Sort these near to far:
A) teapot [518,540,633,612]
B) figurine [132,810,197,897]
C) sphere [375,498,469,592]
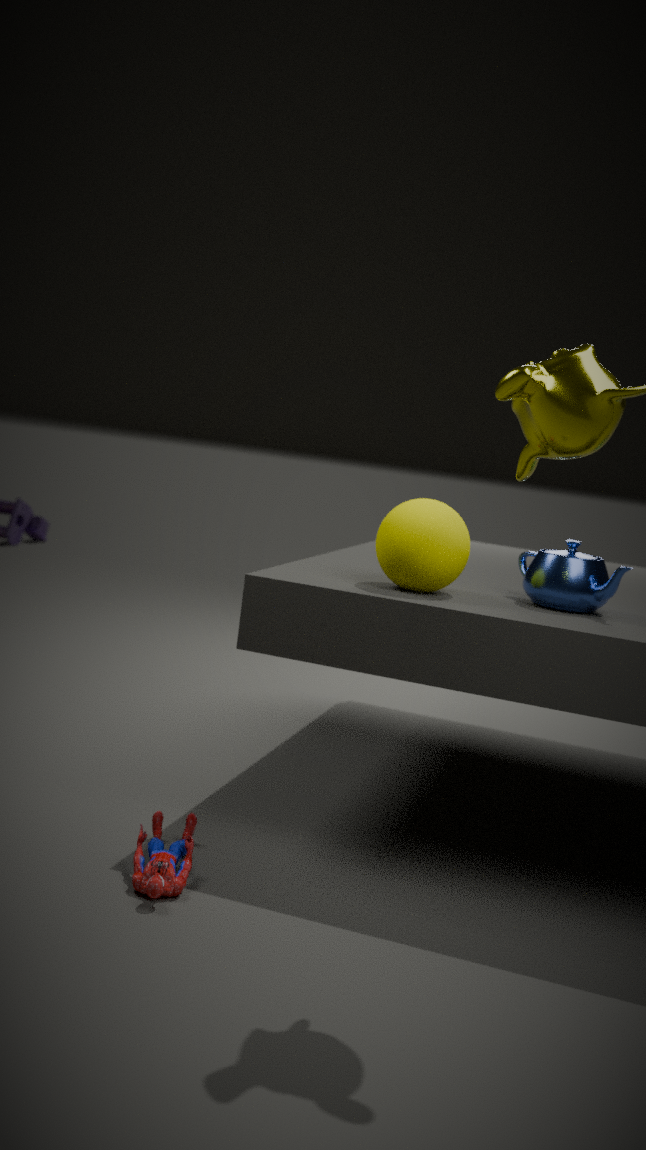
figurine [132,810,197,897]
sphere [375,498,469,592]
teapot [518,540,633,612]
